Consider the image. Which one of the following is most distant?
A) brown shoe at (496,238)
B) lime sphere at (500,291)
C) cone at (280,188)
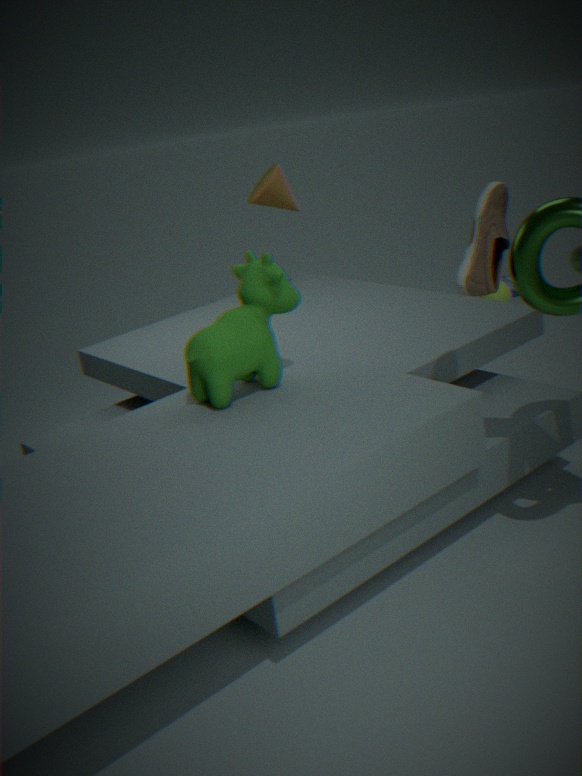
lime sphere at (500,291)
